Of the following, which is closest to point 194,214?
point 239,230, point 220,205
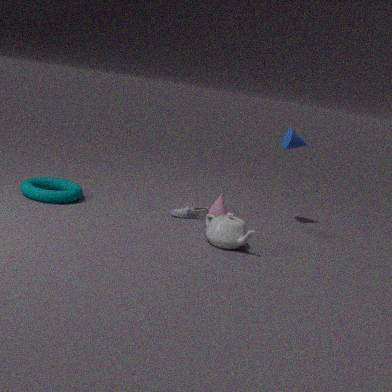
Result: point 220,205
